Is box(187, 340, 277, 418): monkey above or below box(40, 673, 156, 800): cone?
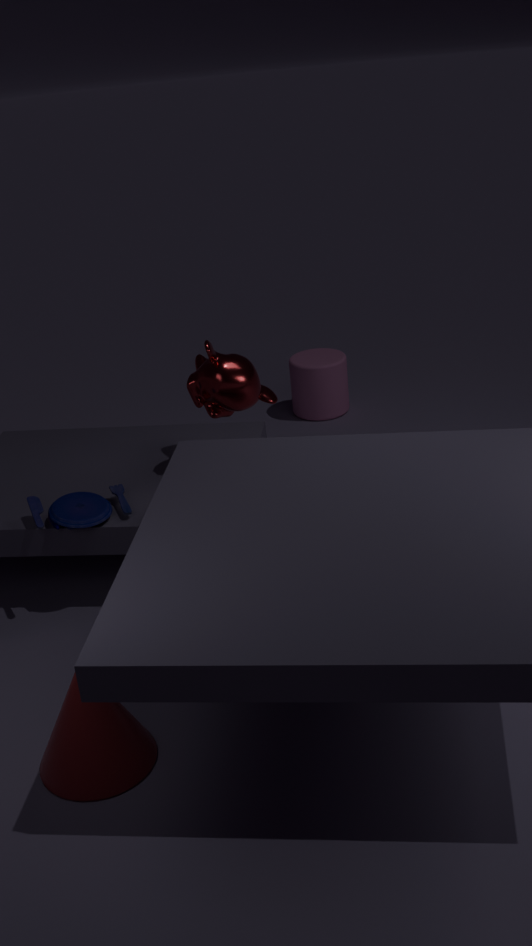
above
